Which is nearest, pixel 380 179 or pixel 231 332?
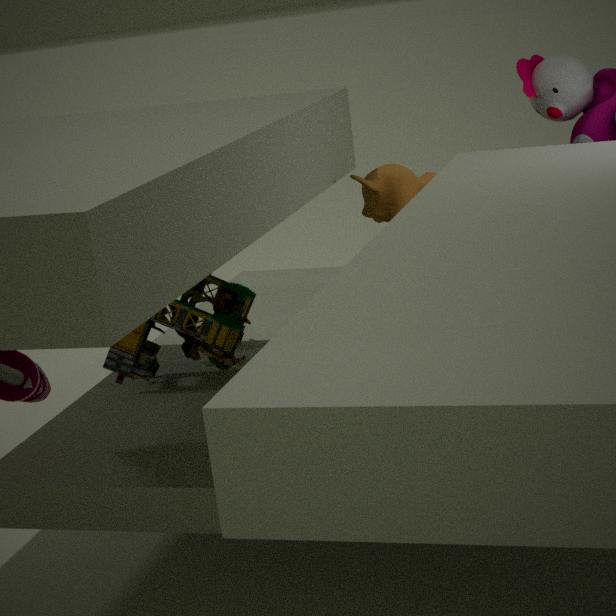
pixel 231 332
